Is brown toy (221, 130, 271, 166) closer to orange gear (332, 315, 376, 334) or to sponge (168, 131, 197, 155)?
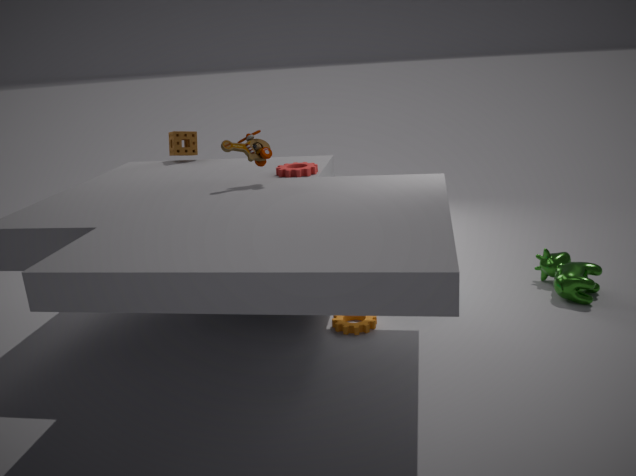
orange gear (332, 315, 376, 334)
